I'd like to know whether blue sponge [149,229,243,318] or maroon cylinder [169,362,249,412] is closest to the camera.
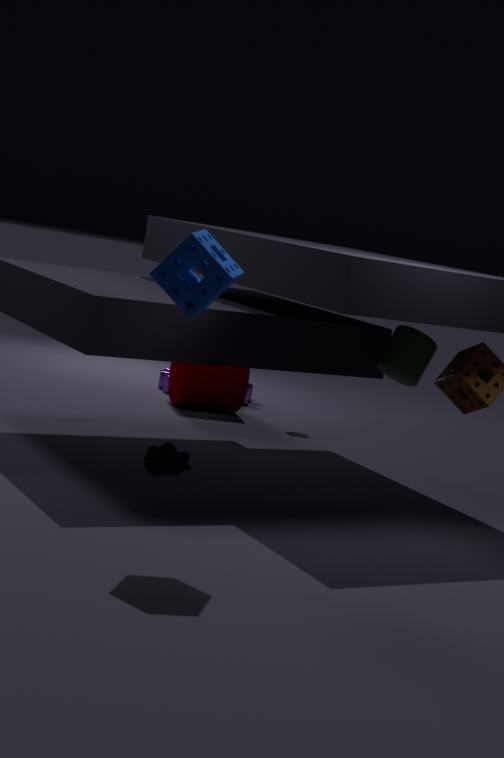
blue sponge [149,229,243,318]
